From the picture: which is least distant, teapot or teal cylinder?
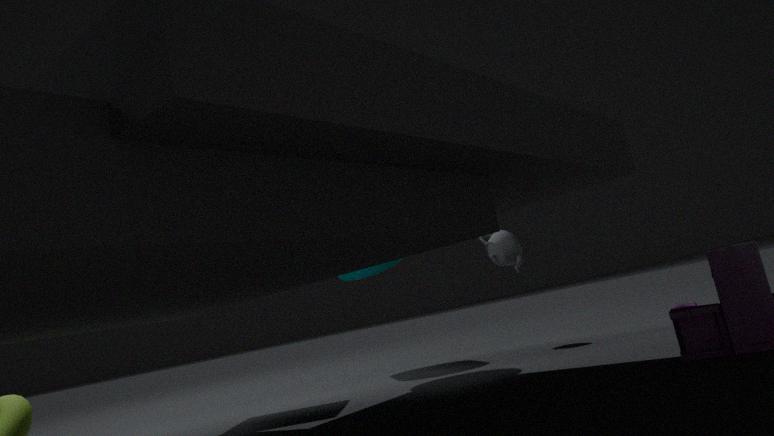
teapot
